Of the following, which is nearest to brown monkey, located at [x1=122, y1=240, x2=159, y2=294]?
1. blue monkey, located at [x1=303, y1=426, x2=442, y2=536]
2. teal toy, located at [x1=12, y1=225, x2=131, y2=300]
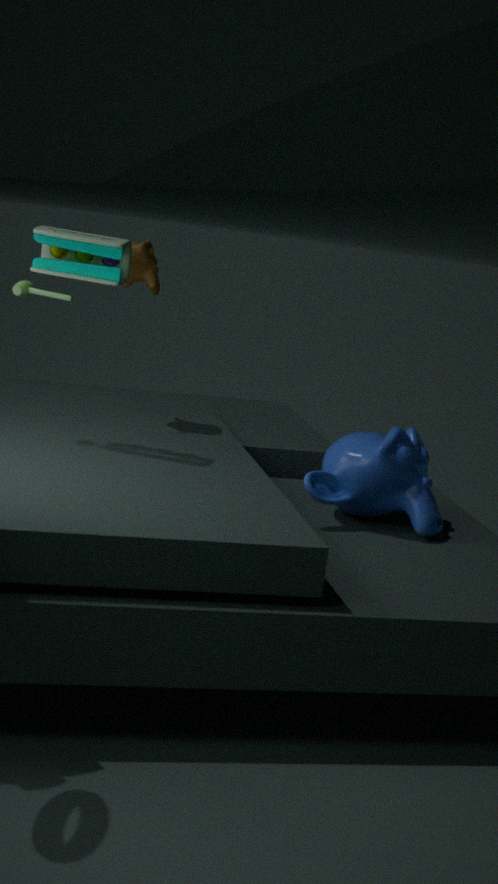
teal toy, located at [x1=12, y1=225, x2=131, y2=300]
